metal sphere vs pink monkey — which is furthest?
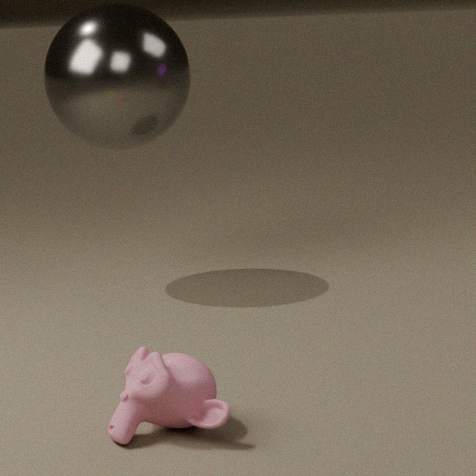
metal sphere
